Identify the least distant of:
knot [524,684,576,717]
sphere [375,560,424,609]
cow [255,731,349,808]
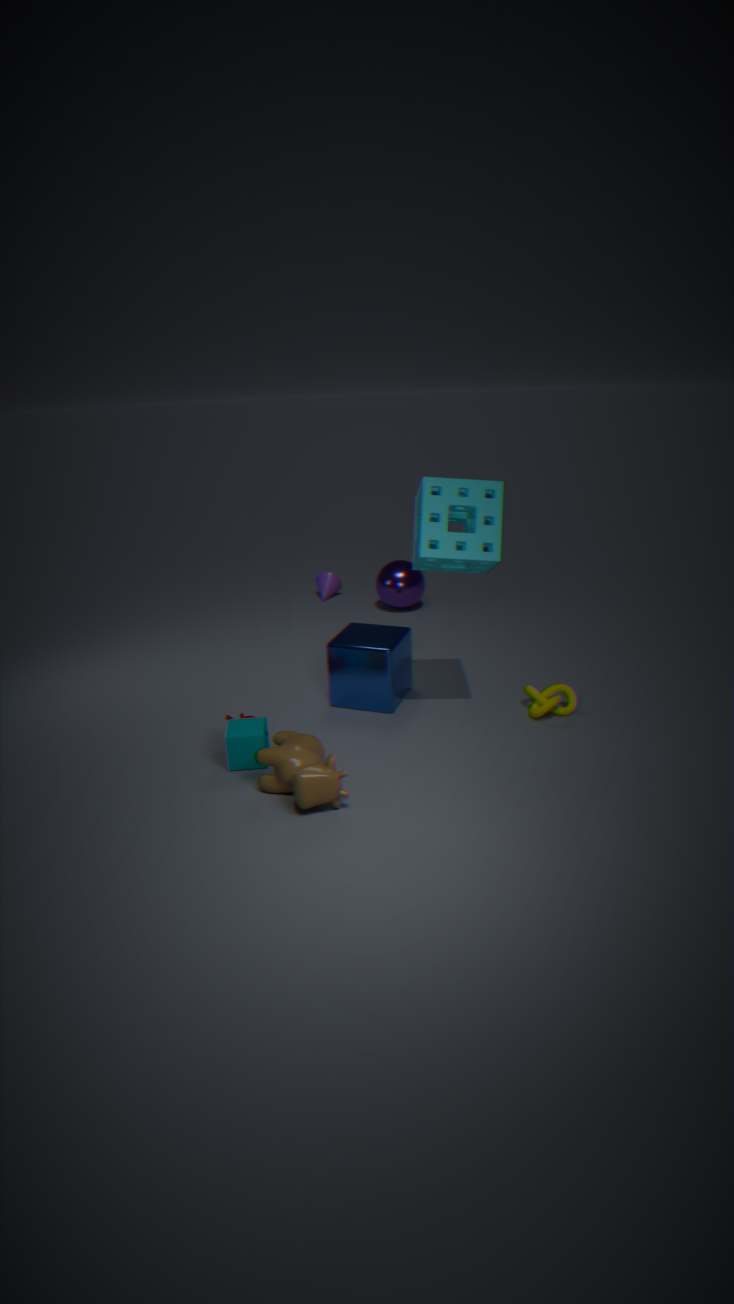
cow [255,731,349,808]
